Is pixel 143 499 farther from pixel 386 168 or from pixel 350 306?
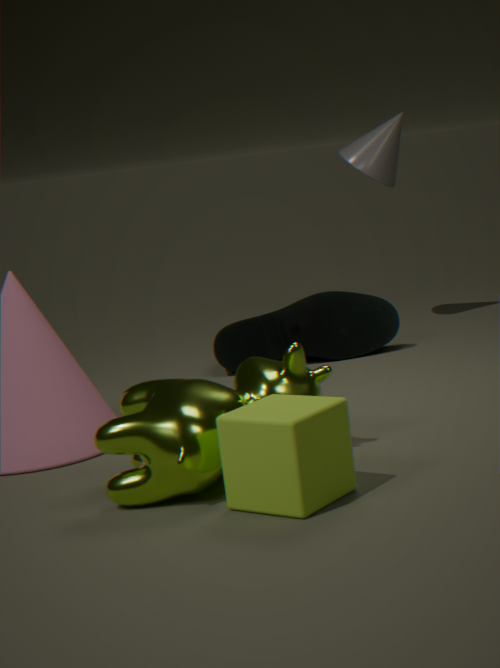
pixel 386 168
